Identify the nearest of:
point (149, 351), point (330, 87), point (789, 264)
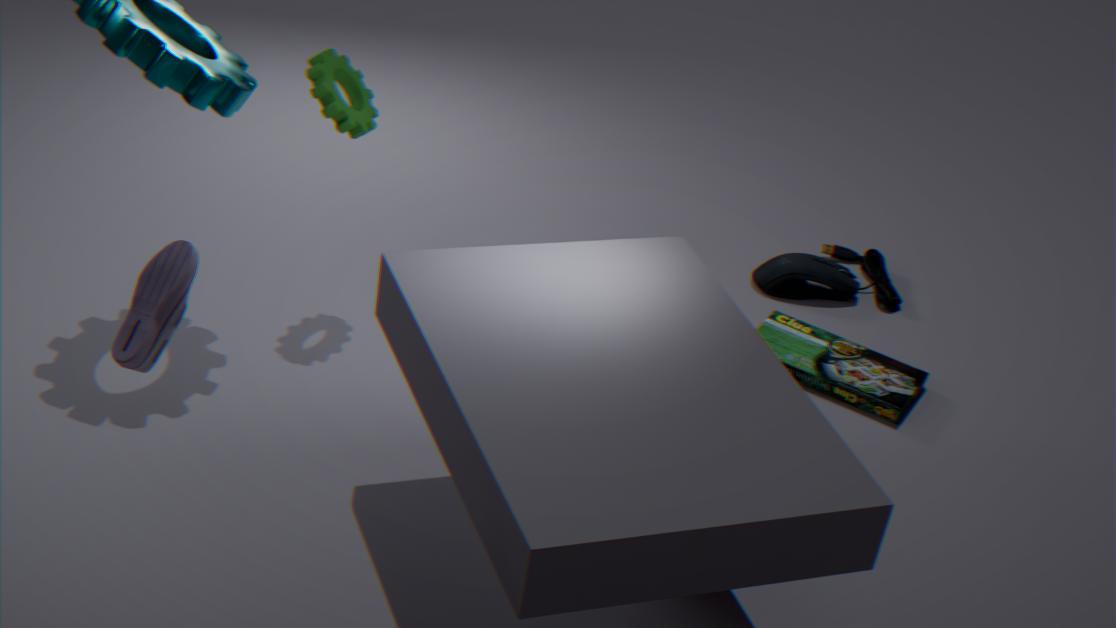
point (149, 351)
